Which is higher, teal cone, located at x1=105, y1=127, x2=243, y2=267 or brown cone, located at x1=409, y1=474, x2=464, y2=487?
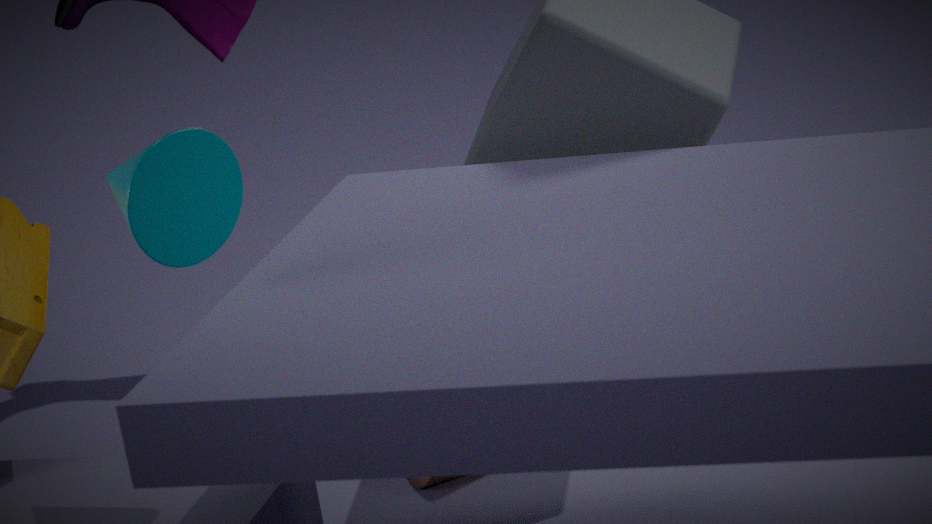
teal cone, located at x1=105, y1=127, x2=243, y2=267
